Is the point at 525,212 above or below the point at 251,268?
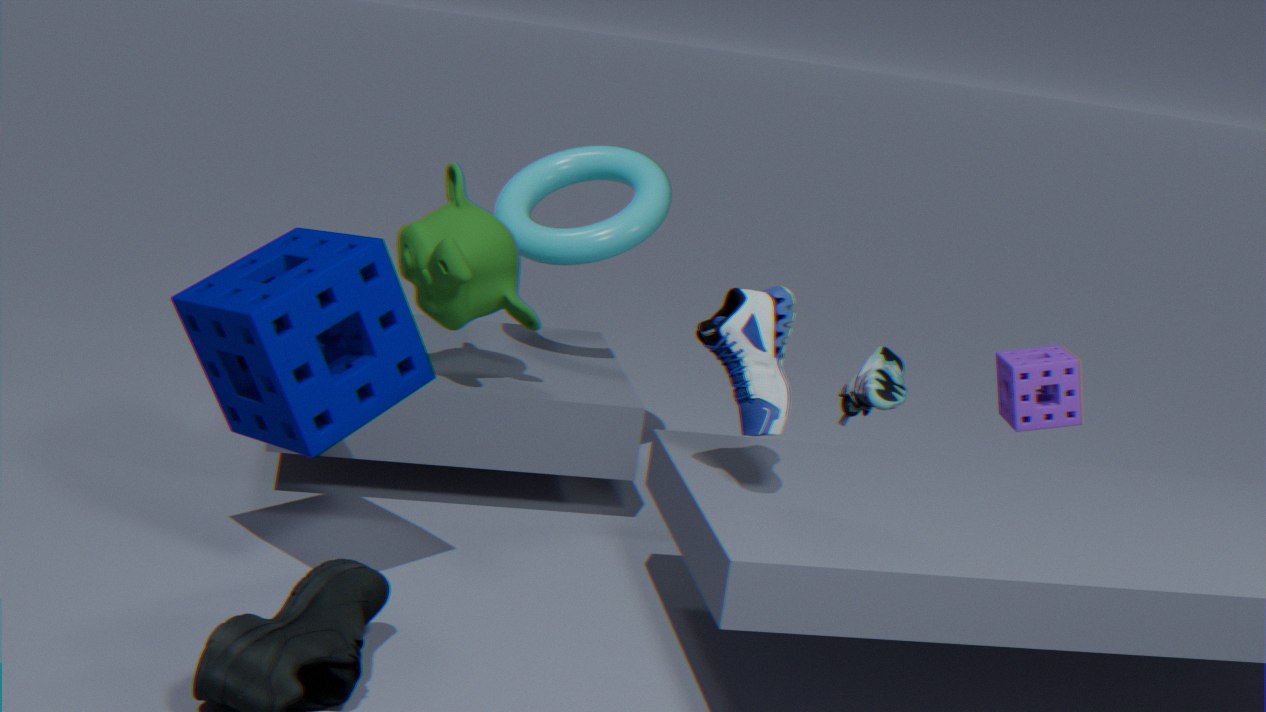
above
